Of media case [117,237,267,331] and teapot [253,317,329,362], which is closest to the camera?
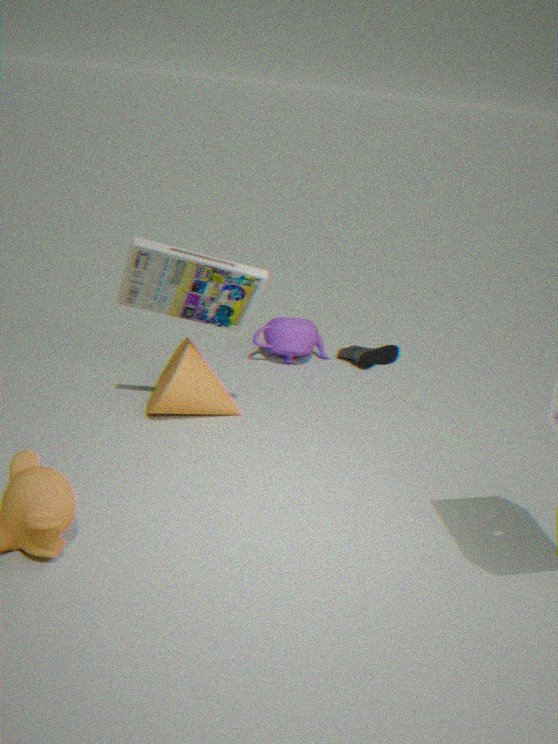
media case [117,237,267,331]
